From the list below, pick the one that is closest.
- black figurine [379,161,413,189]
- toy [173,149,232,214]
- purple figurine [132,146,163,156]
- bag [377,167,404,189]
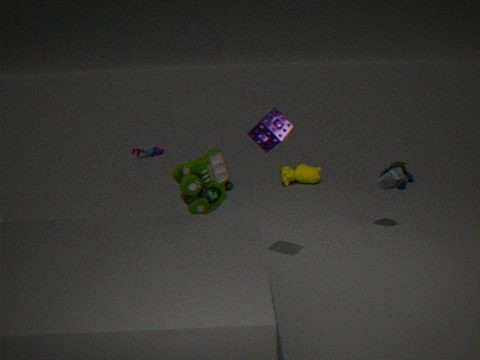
toy [173,149,232,214]
